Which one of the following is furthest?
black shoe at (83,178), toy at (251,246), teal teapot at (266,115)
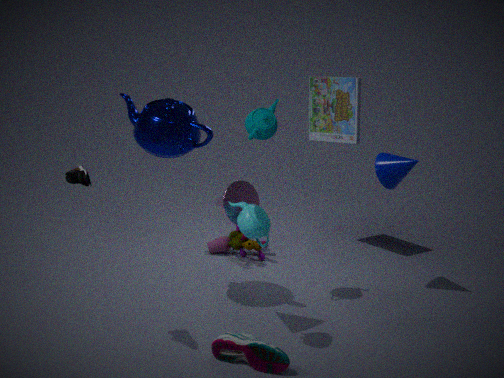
toy at (251,246)
